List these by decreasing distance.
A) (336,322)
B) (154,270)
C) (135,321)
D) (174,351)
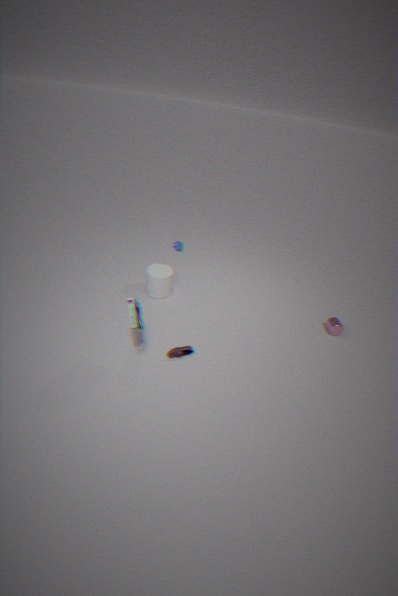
(154,270) < (336,322) < (174,351) < (135,321)
